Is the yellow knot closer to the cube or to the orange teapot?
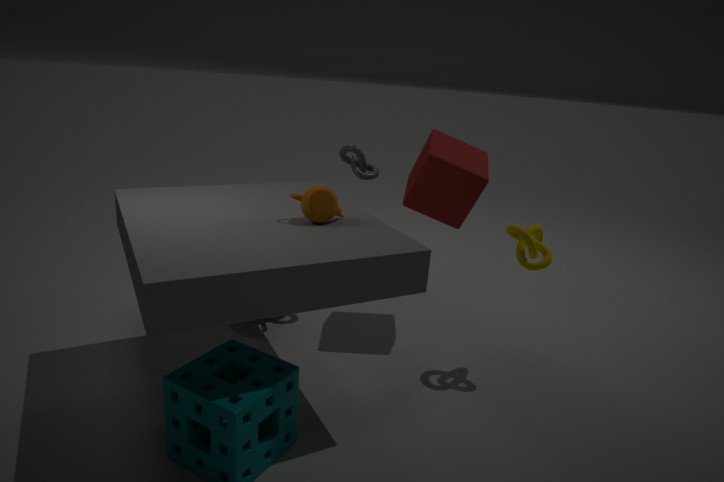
Result: the cube
